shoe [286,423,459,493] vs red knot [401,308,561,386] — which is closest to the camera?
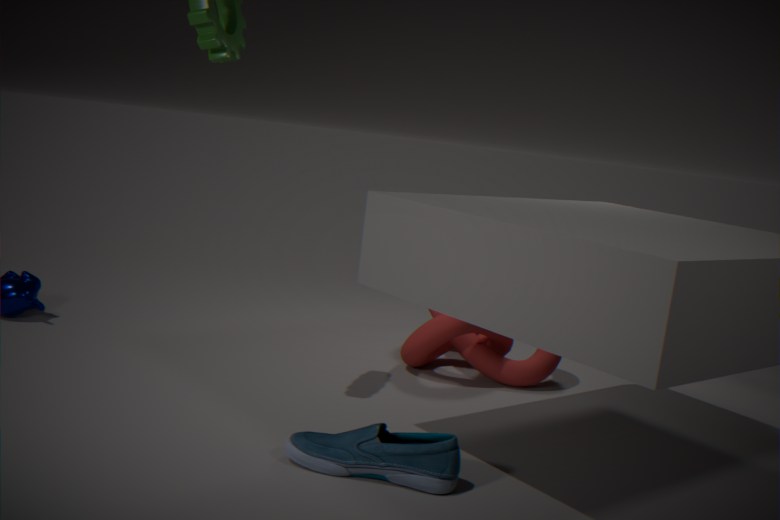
shoe [286,423,459,493]
